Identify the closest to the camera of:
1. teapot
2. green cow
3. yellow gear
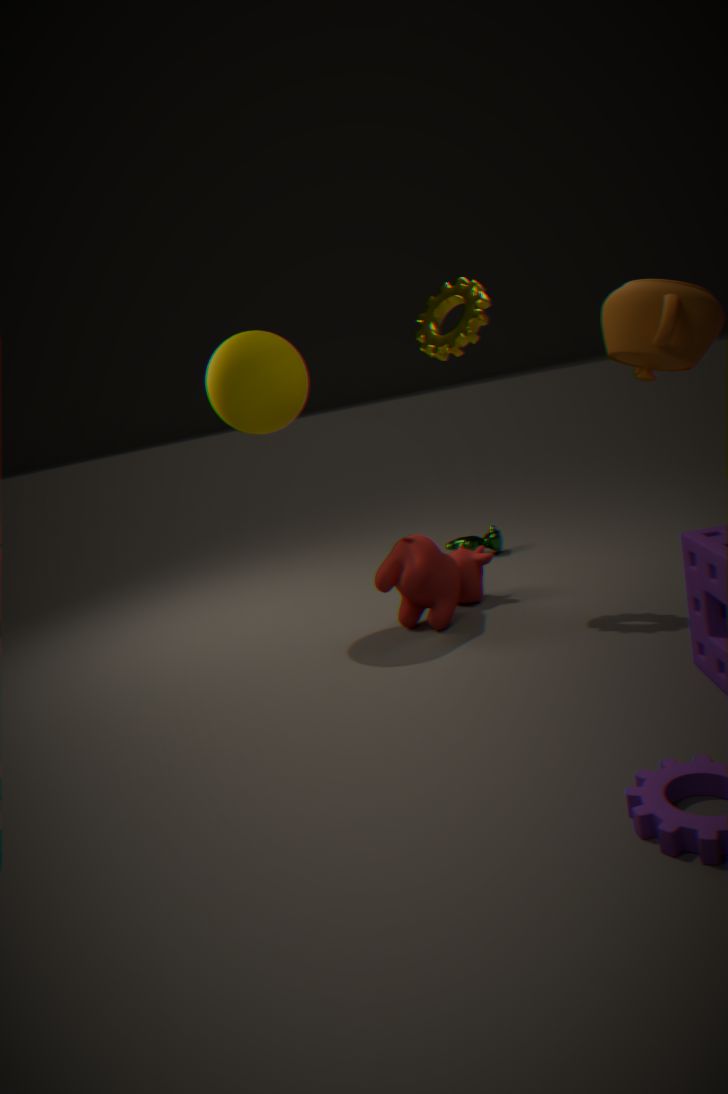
teapot
